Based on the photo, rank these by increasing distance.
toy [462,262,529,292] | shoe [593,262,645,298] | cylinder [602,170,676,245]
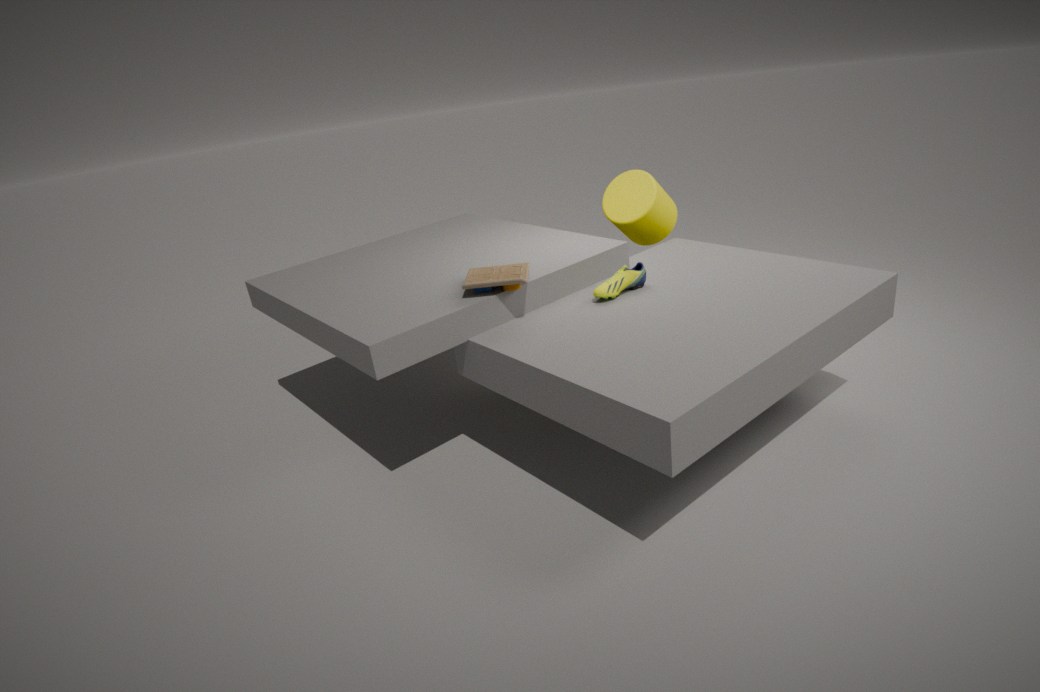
toy [462,262,529,292] < shoe [593,262,645,298] < cylinder [602,170,676,245]
